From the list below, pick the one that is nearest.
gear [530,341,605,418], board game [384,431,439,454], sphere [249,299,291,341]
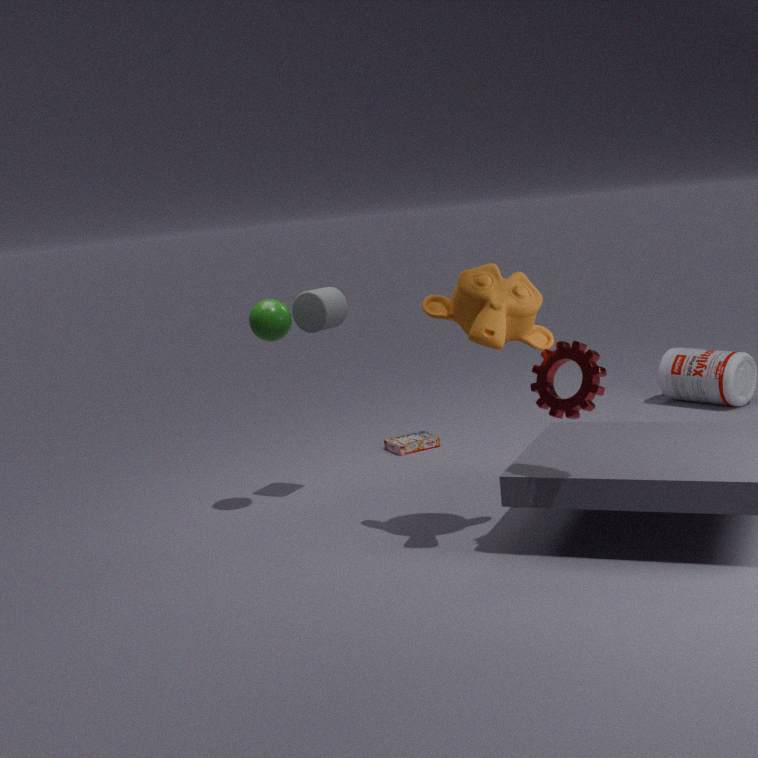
gear [530,341,605,418]
